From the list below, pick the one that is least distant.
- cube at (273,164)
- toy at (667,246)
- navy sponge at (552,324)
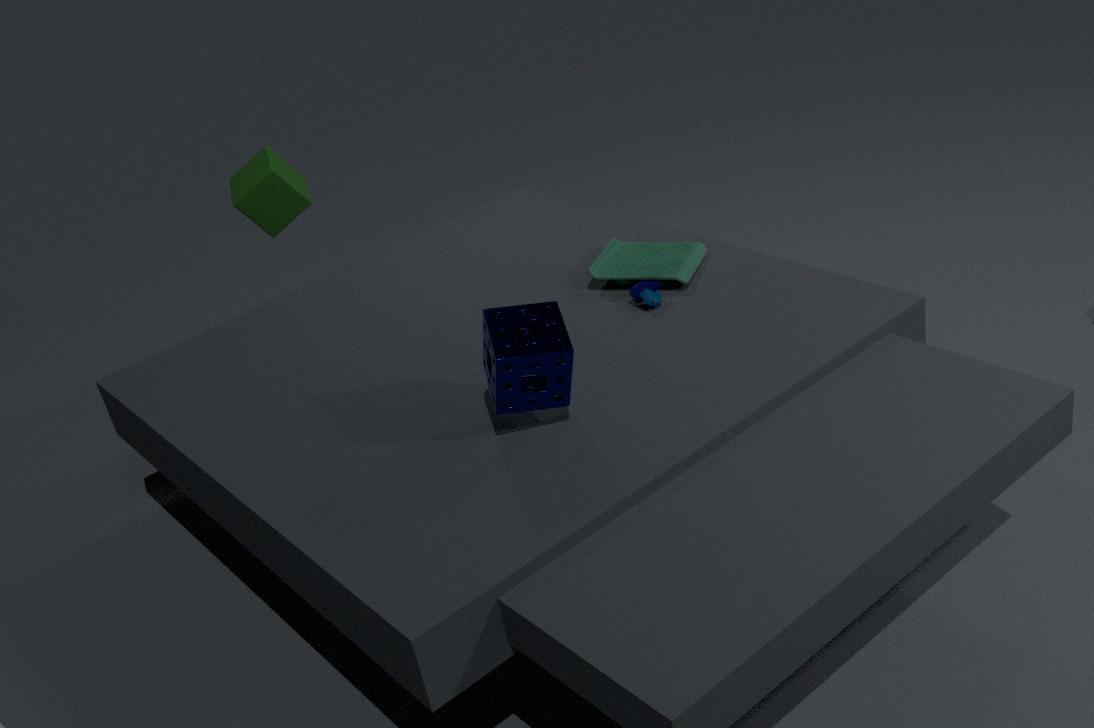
navy sponge at (552,324)
